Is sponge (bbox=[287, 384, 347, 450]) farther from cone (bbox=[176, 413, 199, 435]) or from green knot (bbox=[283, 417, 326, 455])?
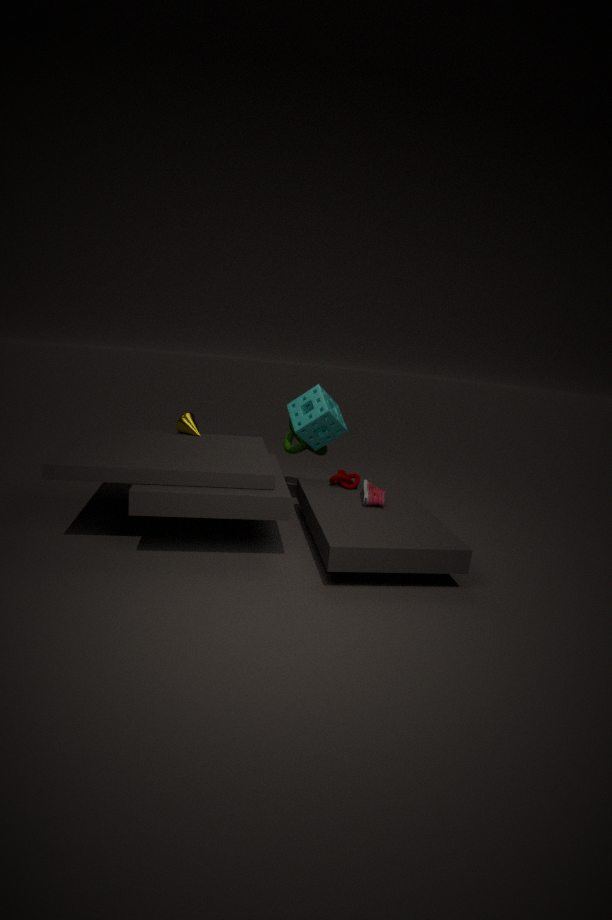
cone (bbox=[176, 413, 199, 435])
